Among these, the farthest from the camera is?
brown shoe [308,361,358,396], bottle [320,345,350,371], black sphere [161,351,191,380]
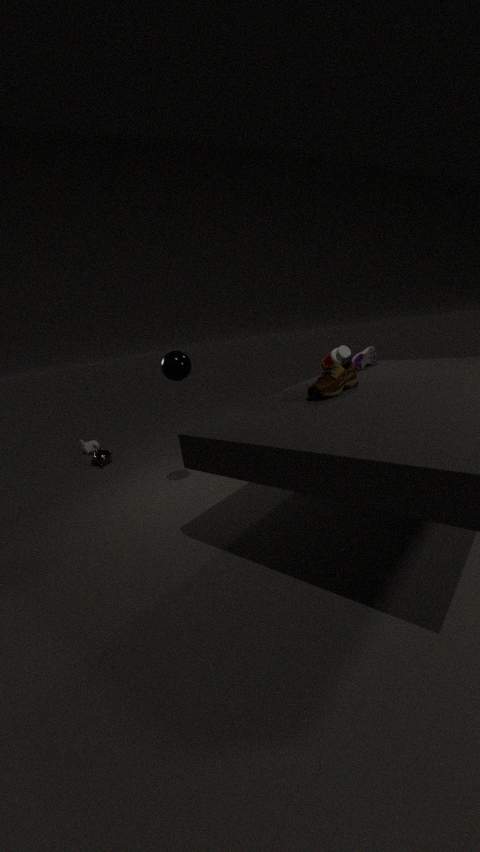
bottle [320,345,350,371]
